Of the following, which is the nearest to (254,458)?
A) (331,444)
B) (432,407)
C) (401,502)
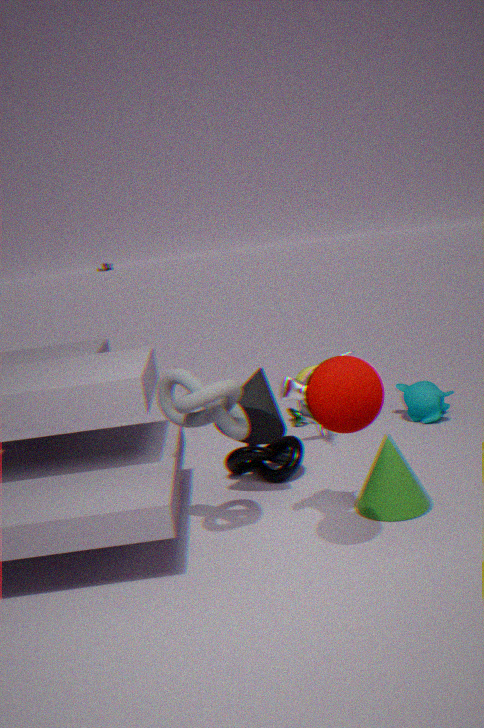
(401,502)
